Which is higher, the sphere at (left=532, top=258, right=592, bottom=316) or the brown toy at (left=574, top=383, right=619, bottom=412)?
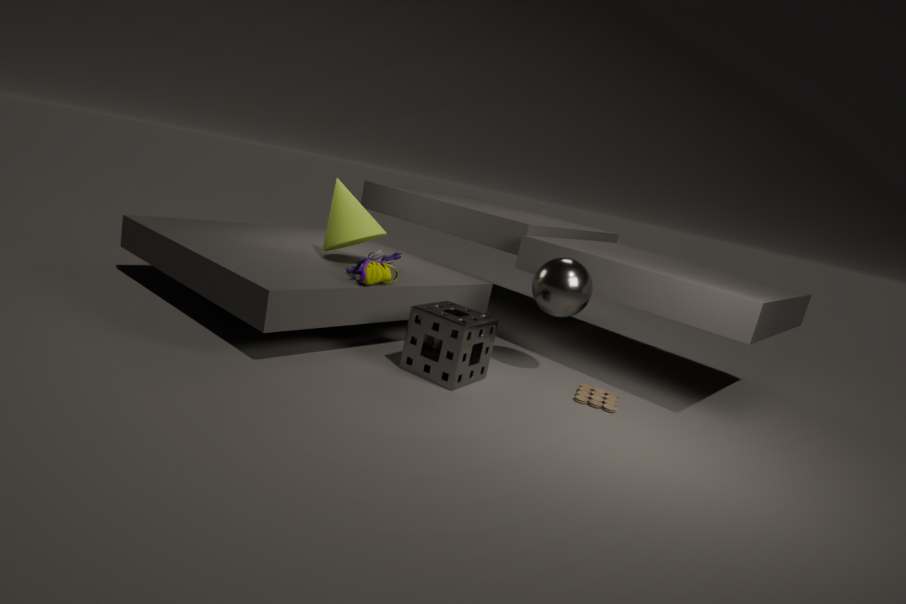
the sphere at (left=532, top=258, right=592, bottom=316)
